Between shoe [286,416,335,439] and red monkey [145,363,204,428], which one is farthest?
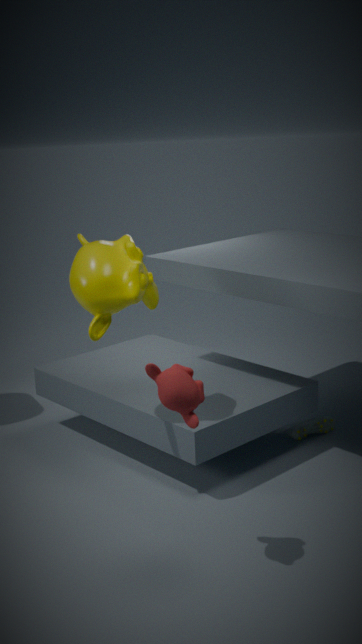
shoe [286,416,335,439]
